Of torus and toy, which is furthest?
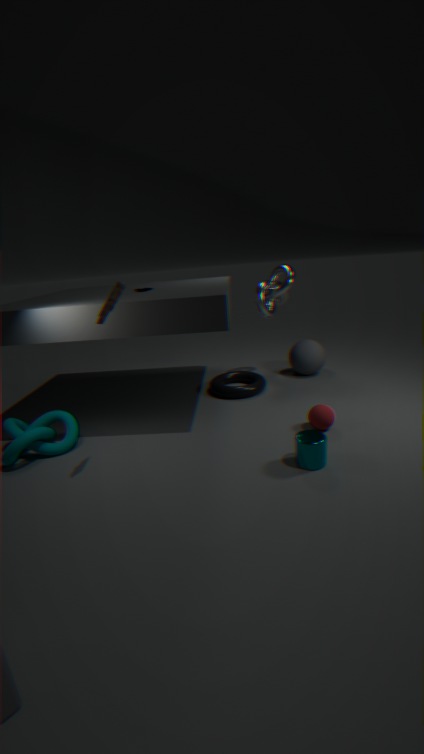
torus
